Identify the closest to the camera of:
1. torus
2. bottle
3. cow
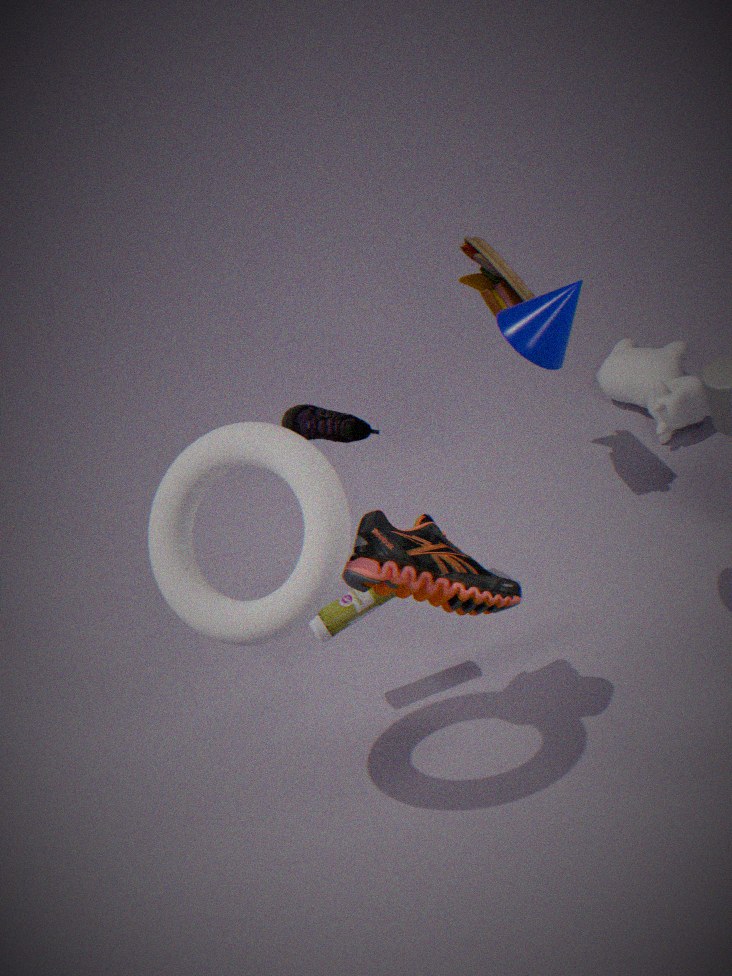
torus
